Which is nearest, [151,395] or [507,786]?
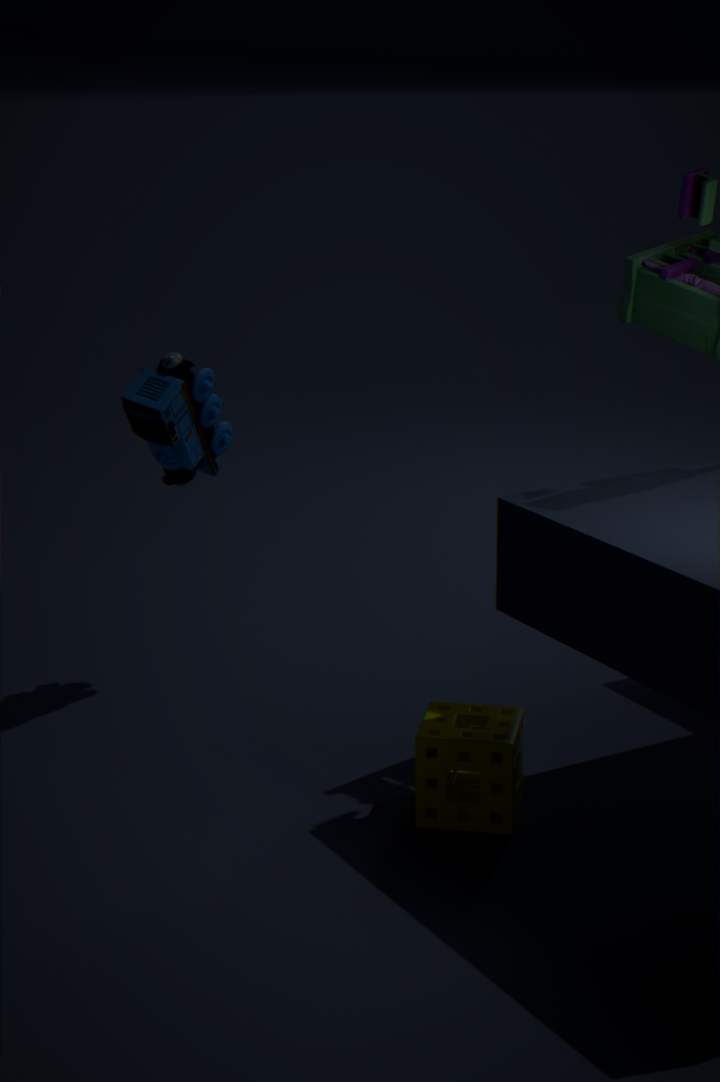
[507,786]
